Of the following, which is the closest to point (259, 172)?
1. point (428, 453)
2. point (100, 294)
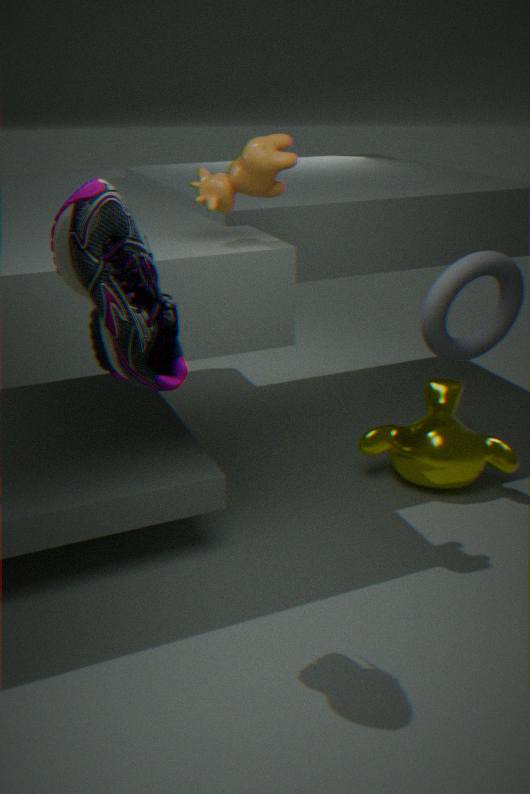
point (100, 294)
